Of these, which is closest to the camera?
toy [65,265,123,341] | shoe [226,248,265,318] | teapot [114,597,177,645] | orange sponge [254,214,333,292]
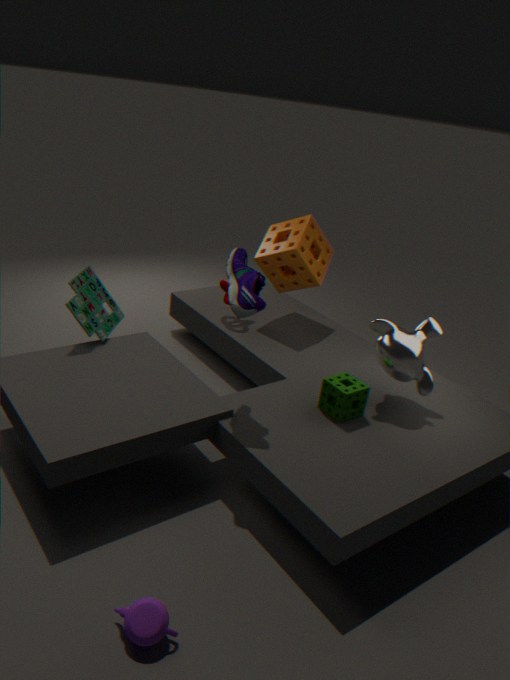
teapot [114,597,177,645]
